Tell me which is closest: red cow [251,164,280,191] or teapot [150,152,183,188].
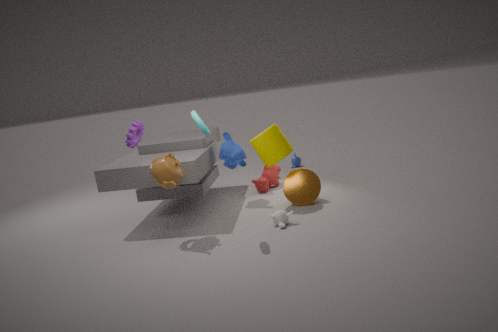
teapot [150,152,183,188]
